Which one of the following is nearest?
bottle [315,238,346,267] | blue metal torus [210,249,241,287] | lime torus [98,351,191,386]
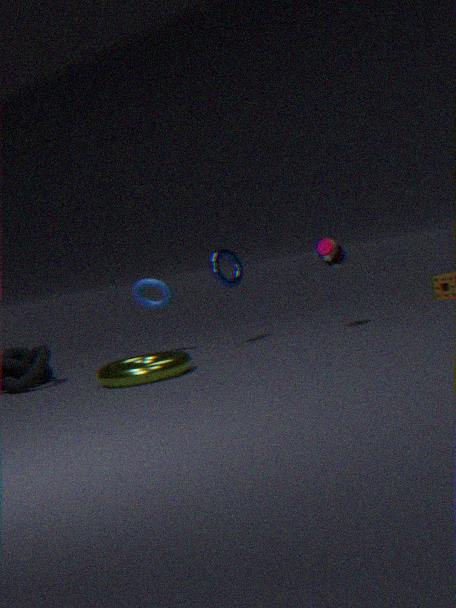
lime torus [98,351,191,386]
